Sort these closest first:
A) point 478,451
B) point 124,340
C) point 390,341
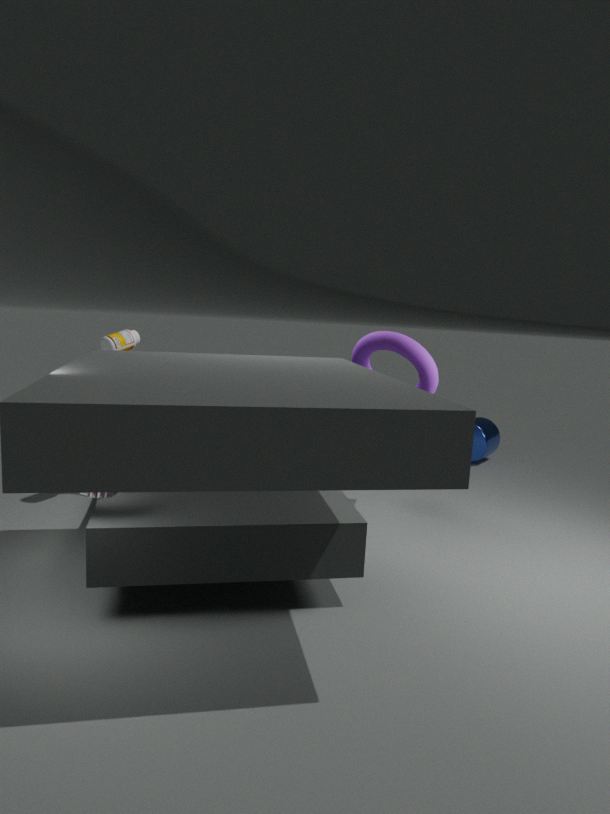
point 390,341 < point 124,340 < point 478,451
